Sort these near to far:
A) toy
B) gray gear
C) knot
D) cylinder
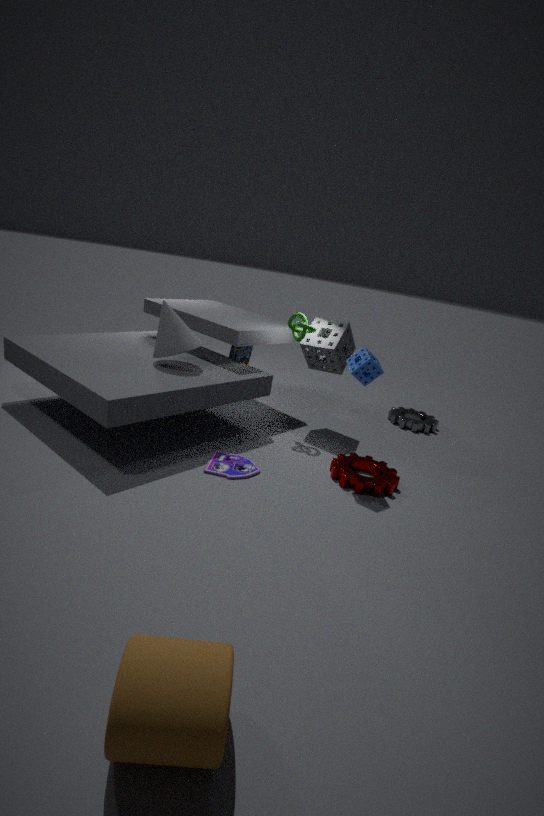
cylinder, toy, knot, gray gear
